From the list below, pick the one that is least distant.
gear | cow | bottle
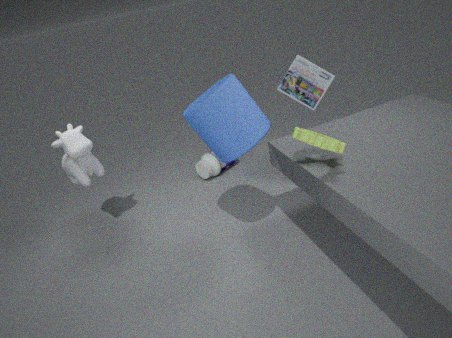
gear
